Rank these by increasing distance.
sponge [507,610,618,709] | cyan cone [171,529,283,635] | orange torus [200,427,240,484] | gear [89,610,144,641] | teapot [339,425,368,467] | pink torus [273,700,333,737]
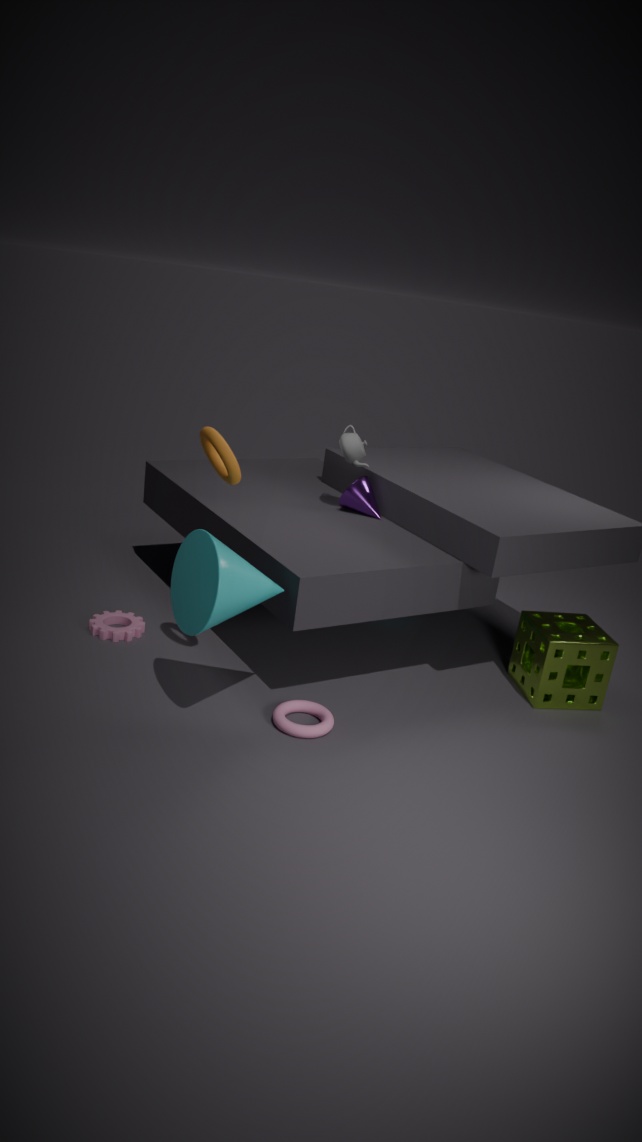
cyan cone [171,529,283,635], orange torus [200,427,240,484], pink torus [273,700,333,737], sponge [507,610,618,709], gear [89,610,144,641], teapot [339,425,368,467]
